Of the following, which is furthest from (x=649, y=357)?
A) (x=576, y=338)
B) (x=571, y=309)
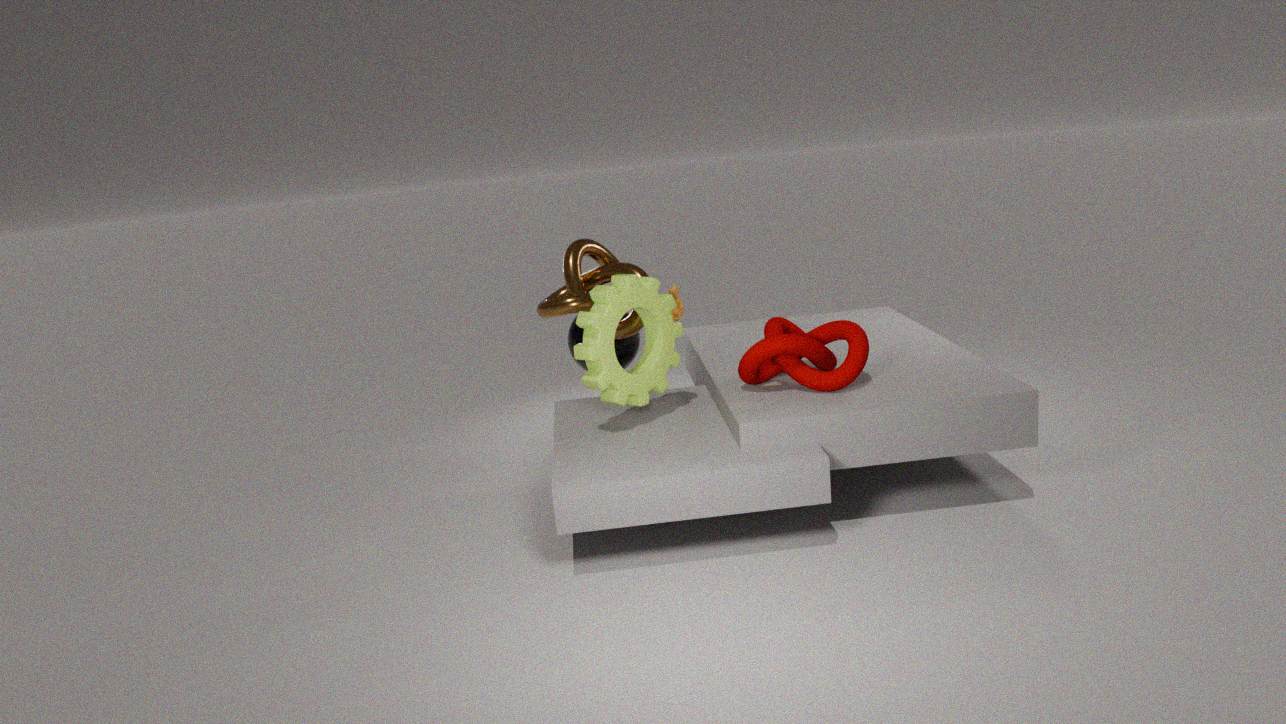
(x=576, y=338)
